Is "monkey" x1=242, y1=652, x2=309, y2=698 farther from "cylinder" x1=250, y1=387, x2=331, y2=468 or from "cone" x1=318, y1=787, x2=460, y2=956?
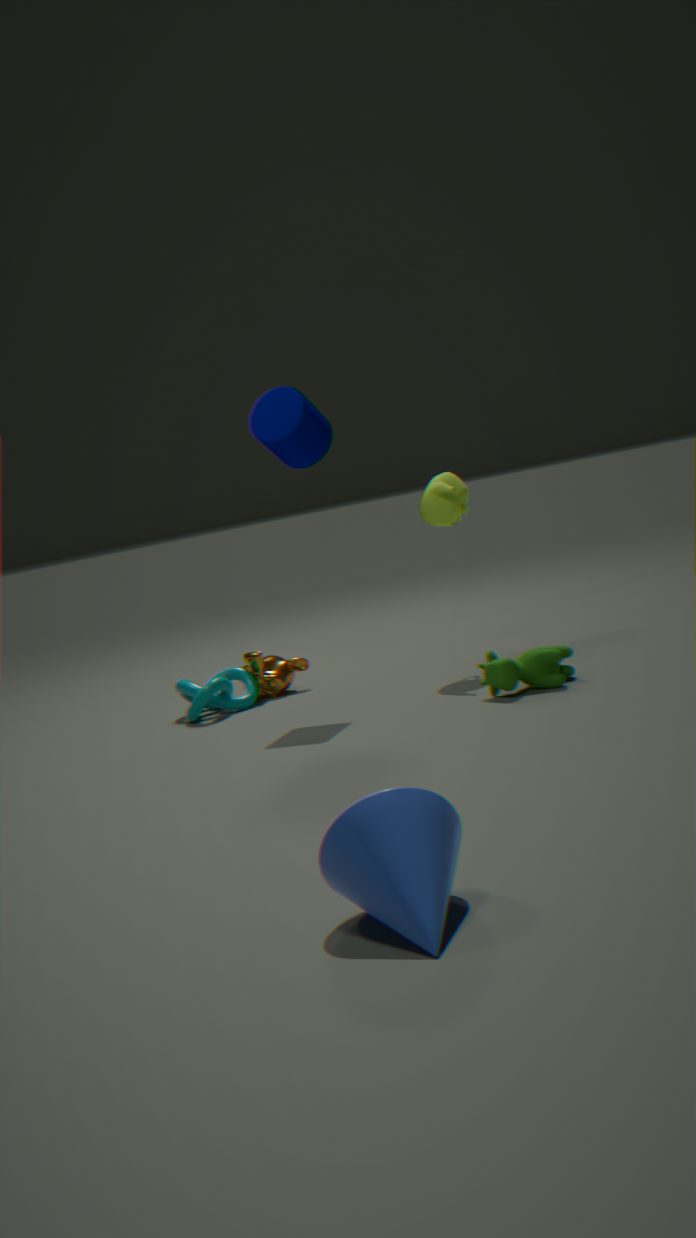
"cone" x1=318, y1=787, x2=460, y2=956
